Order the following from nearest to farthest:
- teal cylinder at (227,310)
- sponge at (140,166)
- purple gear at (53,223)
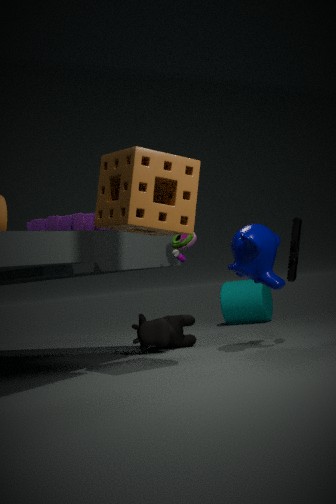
sponge at (140,166), purple gear at (53,223), teal cylinder at (227,310)
